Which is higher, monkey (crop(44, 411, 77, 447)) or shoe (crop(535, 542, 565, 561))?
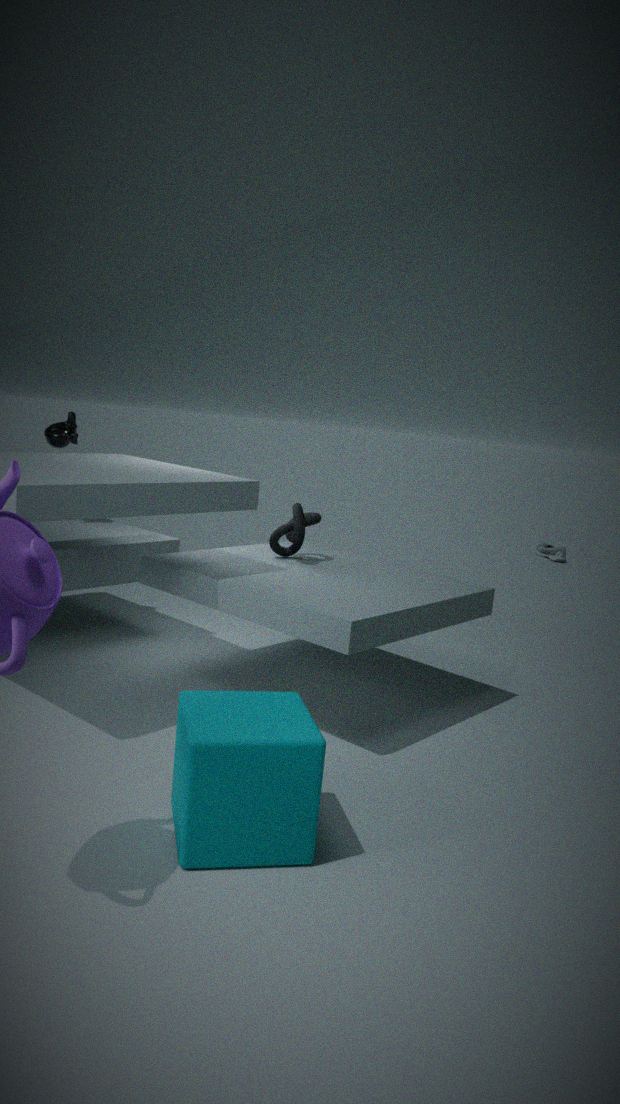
monkey (crop(44, 411, 77, 447))
